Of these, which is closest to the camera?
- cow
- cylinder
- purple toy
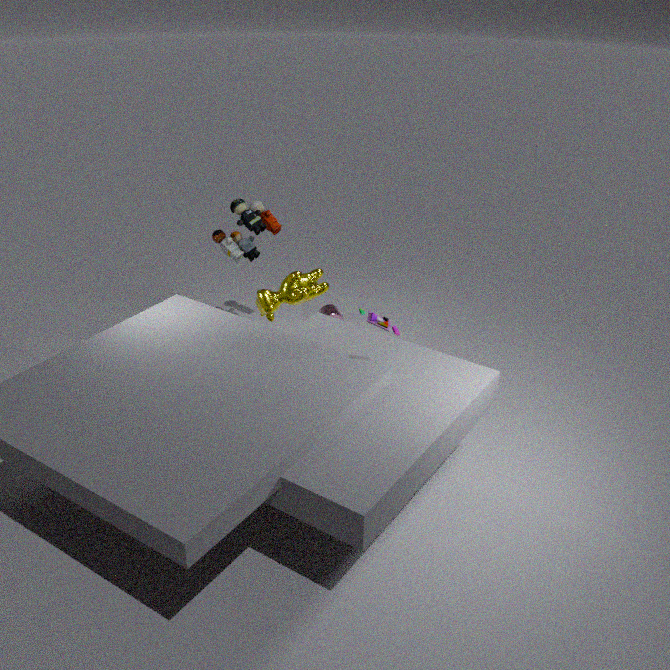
purple toy
